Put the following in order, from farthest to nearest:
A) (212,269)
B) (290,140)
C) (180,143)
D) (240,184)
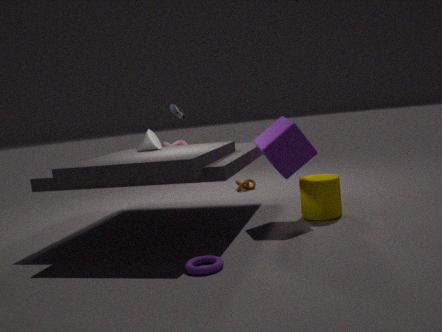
1. (240,184)
2. (180,143)
3. (290,140)
4. (212,269)
